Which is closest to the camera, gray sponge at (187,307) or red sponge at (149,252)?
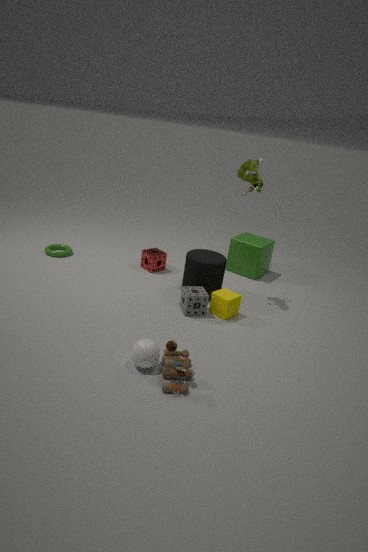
gray sponge at (187,307)
